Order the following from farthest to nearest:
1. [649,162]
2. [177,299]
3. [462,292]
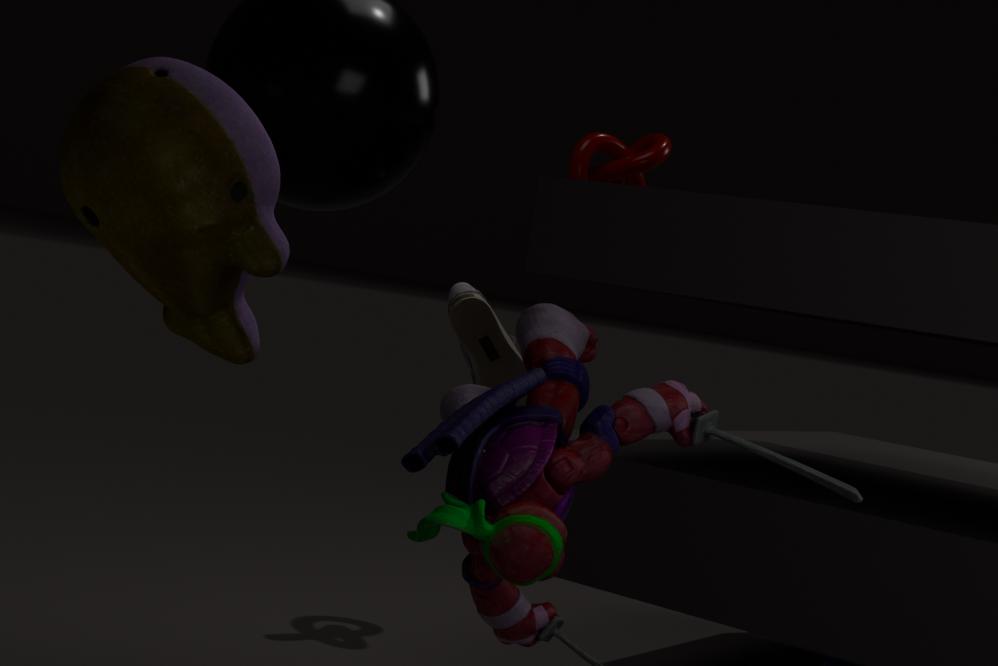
[649,162], [462,292], [177,299]
